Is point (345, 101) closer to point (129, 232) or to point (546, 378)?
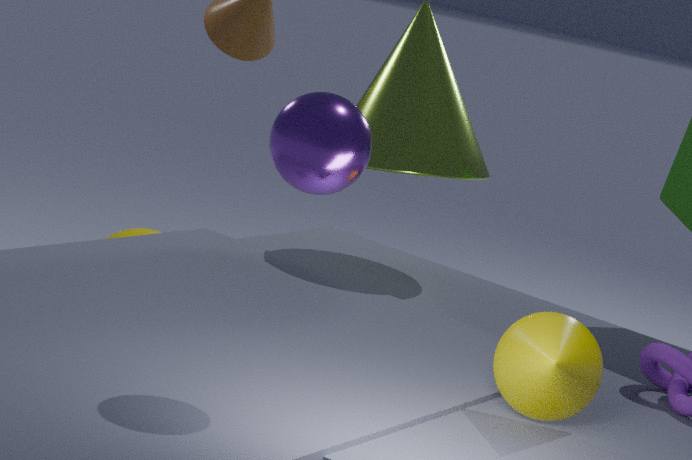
point (546, 378)
